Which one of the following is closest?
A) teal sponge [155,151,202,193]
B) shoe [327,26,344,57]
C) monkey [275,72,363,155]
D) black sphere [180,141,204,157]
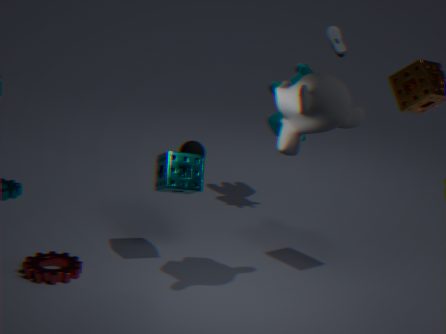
monkey [275,72,363,155]
